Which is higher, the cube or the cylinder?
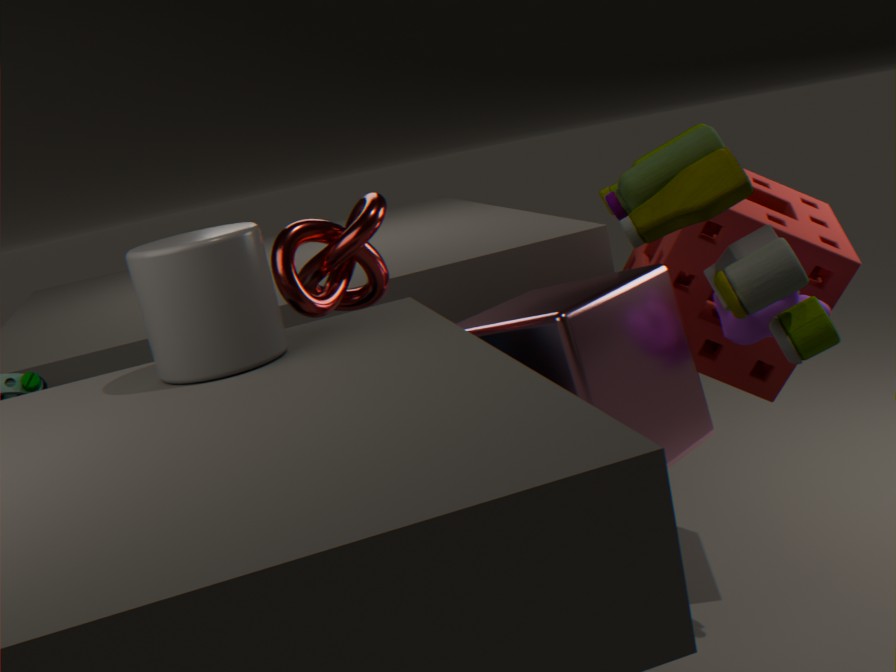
the cylinder
